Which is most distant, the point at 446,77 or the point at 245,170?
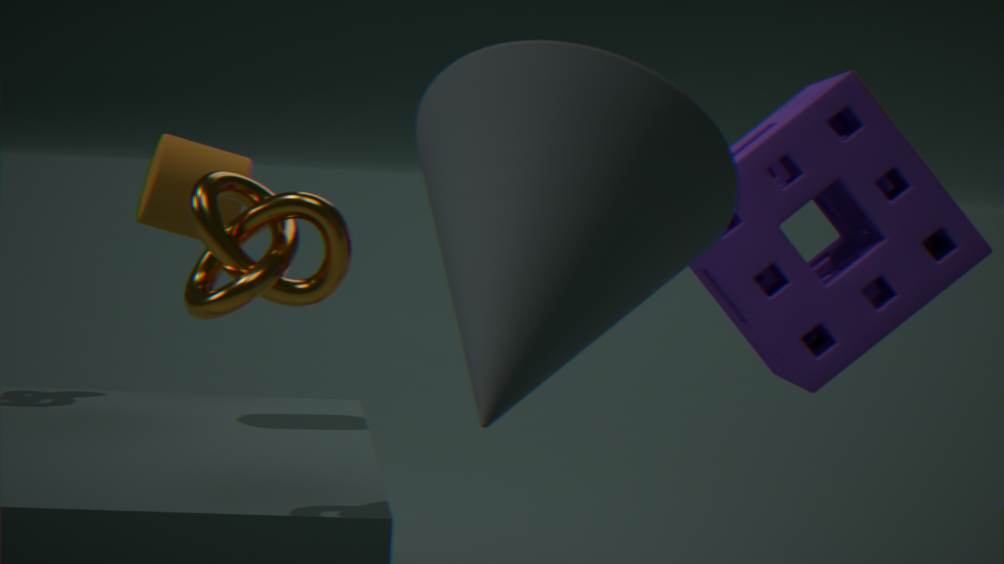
the point at 245,170
